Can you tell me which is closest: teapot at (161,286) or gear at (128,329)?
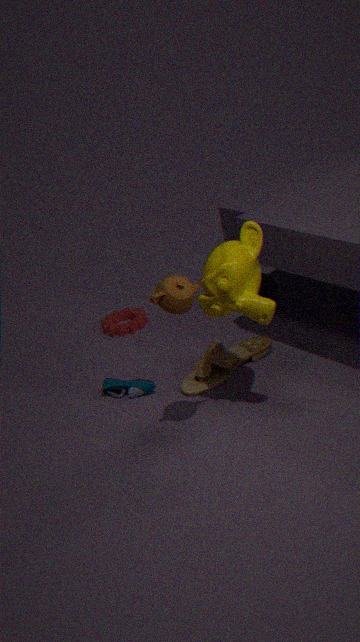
teapot at (161,286)
